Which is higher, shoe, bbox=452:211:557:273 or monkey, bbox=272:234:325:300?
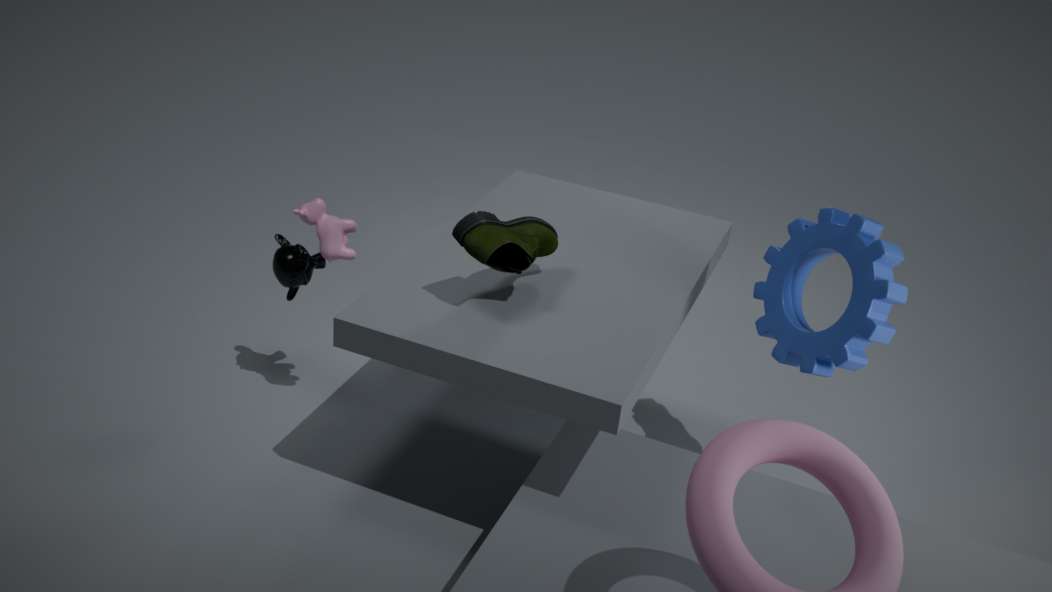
shoe, bbox=452:211:557:273
